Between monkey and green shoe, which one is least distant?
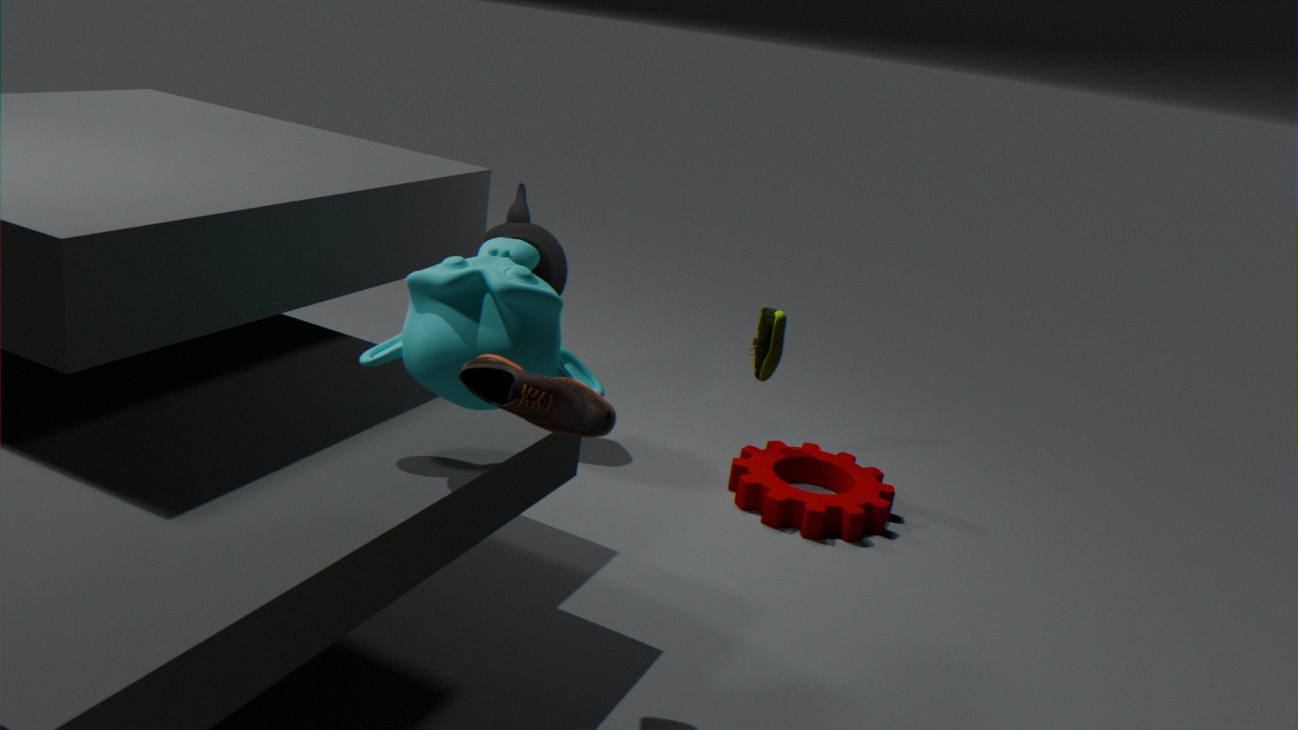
monkey
